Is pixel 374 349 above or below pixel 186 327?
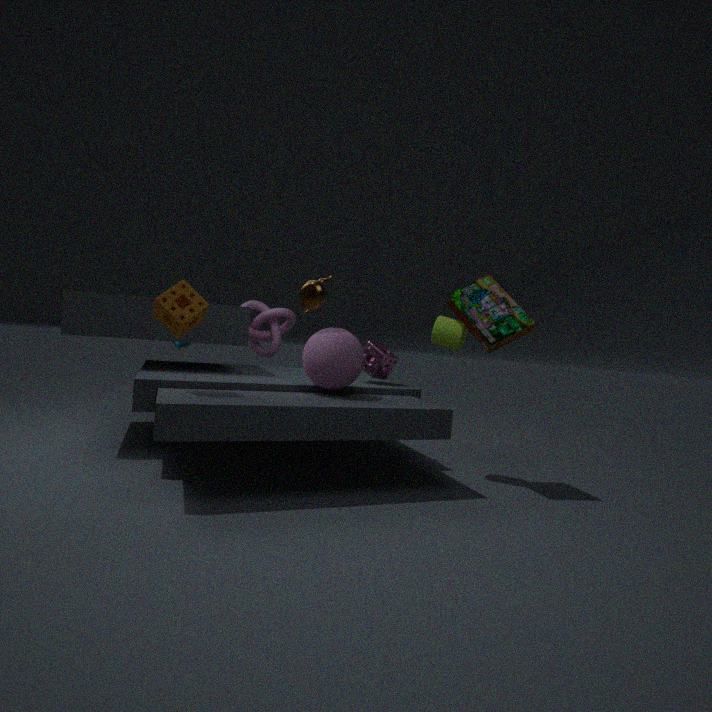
below
